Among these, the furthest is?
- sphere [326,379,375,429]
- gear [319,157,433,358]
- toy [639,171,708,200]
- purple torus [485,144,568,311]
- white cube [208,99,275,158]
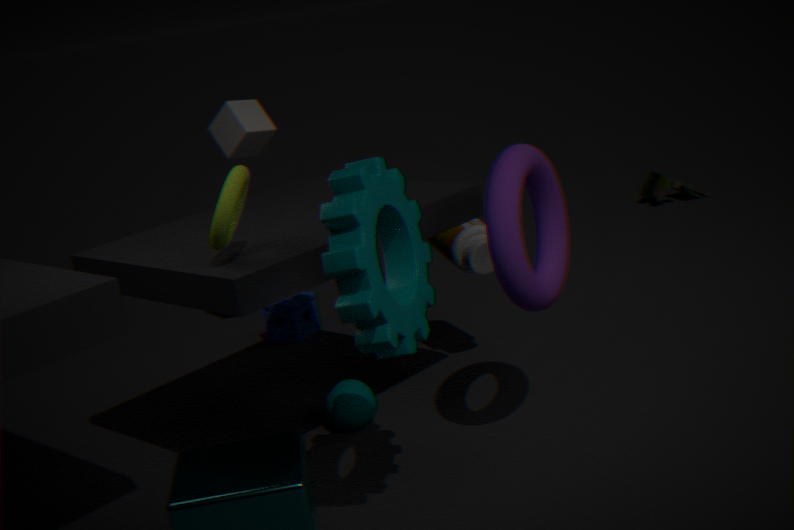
toy [639,171,708,200]
